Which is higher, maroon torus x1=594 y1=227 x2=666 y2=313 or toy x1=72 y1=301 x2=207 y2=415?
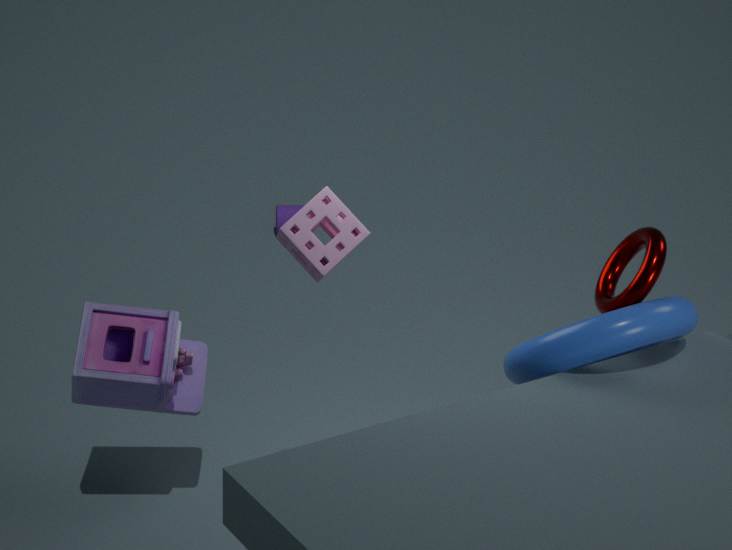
maroon torus x1=594 y1=227 x2=666 y2=313
